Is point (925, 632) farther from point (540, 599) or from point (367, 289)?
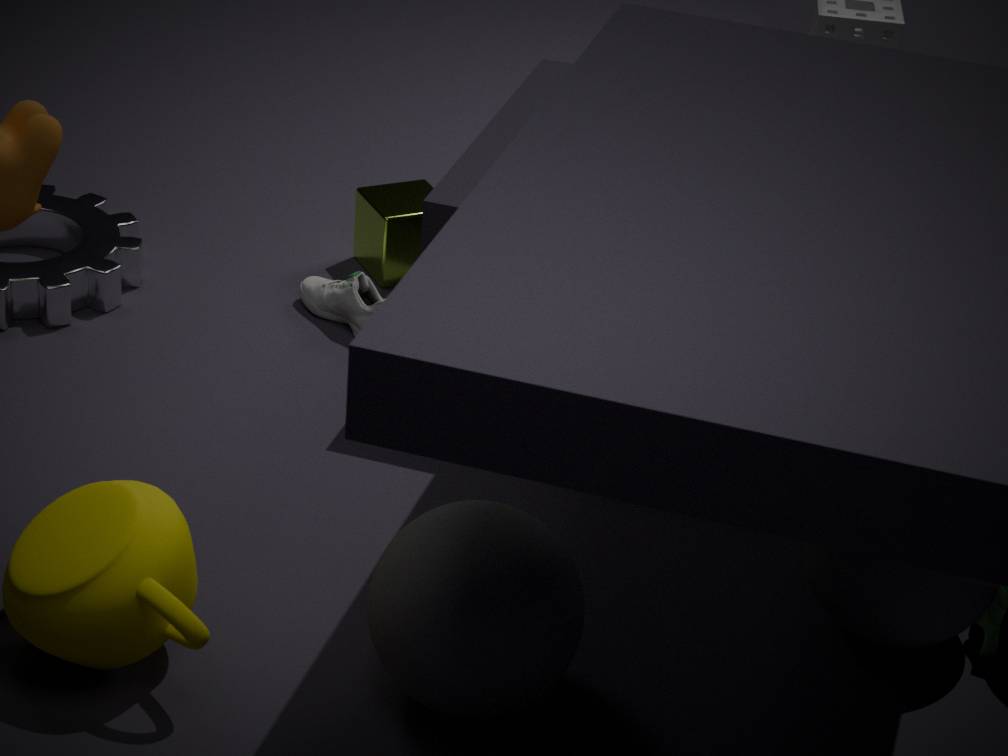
point (367, 289)
